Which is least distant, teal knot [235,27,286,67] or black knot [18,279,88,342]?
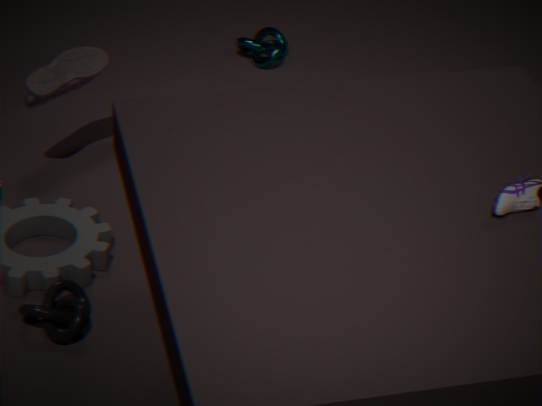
black knot [18,279,88,342]
